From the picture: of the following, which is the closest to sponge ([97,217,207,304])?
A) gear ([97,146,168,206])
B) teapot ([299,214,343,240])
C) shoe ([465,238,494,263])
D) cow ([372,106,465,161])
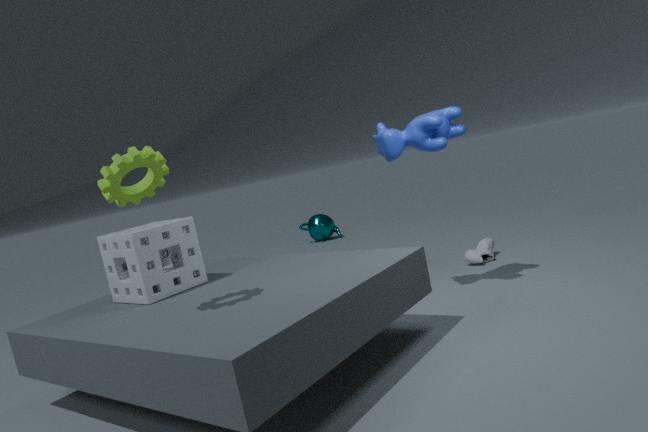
gear ([97,146,168,206])
